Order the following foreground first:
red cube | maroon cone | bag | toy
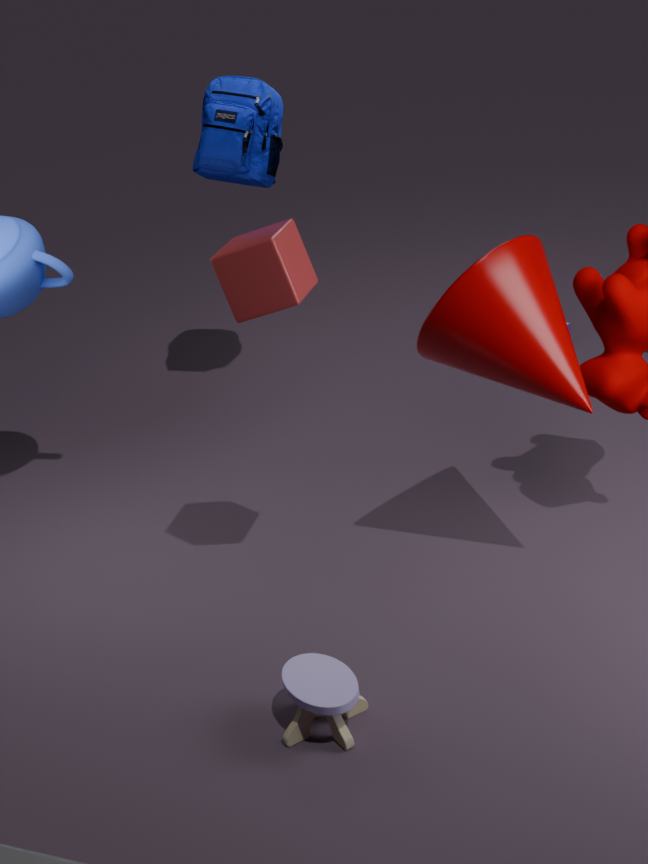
toy, red cube, maroon cone, bag
